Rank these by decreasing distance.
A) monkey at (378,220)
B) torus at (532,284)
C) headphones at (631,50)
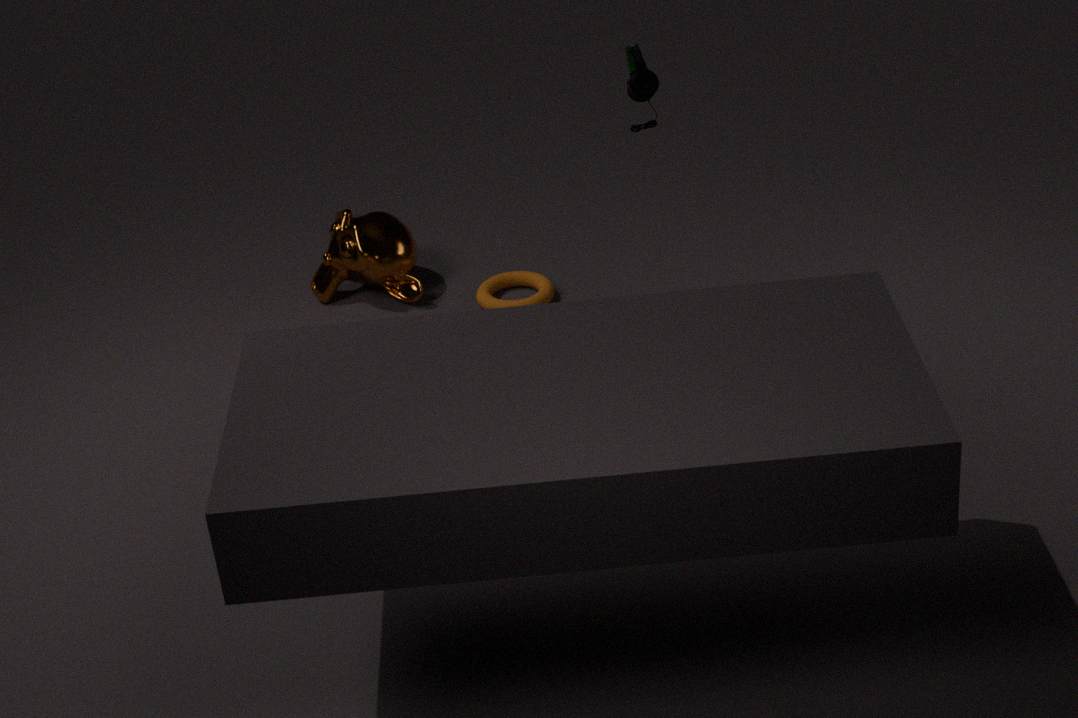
1. monkey at (378,220)
2. torus at (532,284)
3. headphones at (631,50)
